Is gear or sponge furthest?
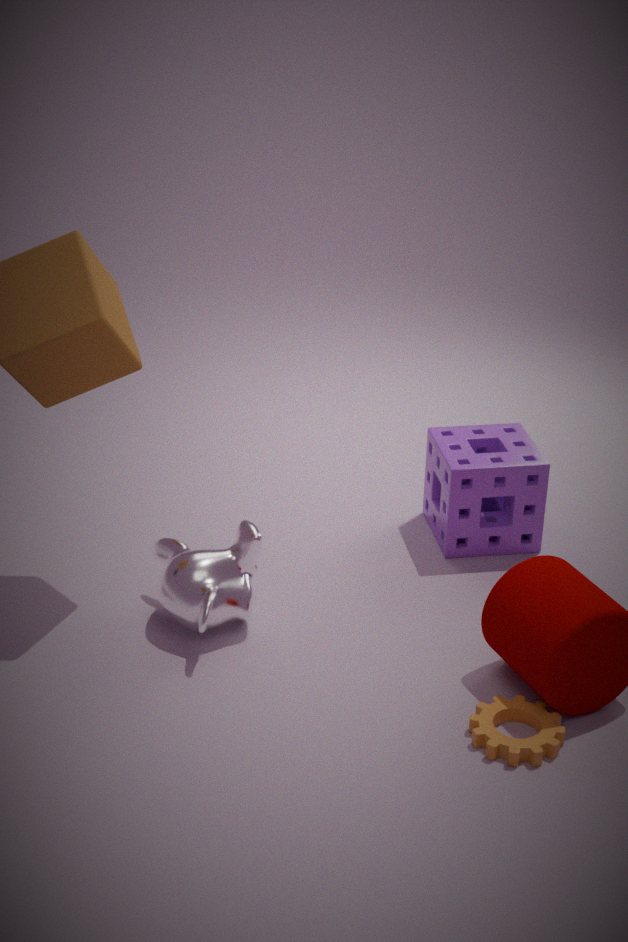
sponge
